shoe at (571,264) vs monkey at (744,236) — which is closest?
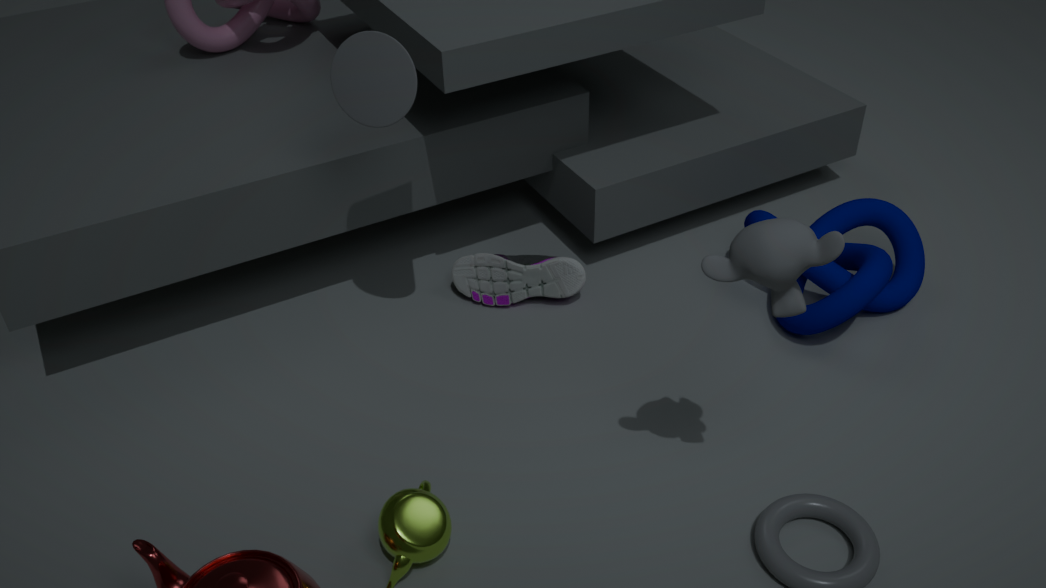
monkey at (744,236)
